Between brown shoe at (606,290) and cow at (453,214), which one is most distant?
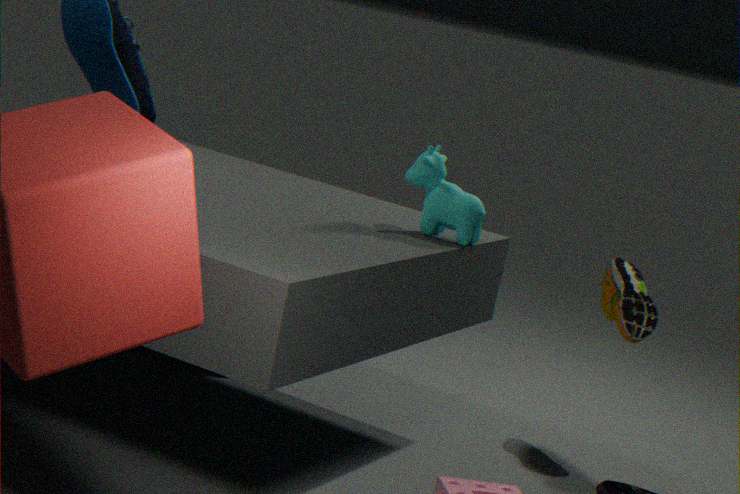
brown shoe at (606,290)
